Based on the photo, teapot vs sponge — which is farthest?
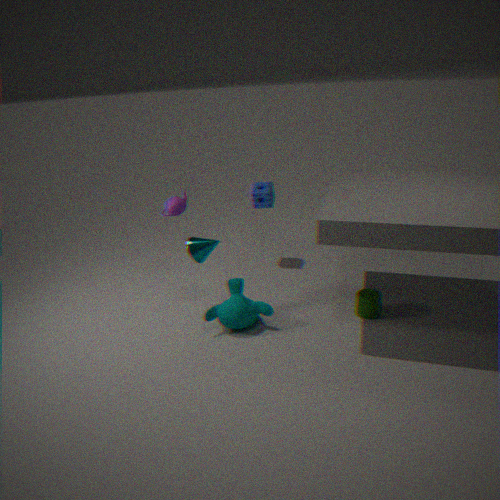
sponge
